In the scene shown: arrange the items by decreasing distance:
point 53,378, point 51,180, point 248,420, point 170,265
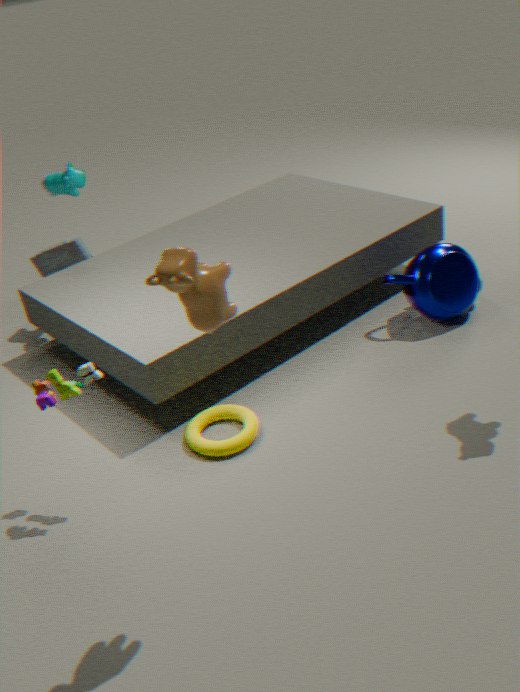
point 51,180 < point 248,420 < point 53,378 < point 170,265
